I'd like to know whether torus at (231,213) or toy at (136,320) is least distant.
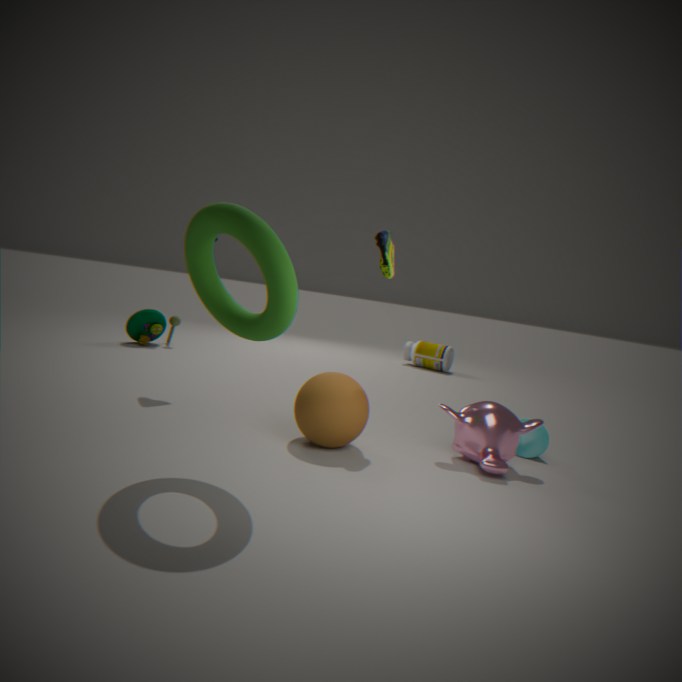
torus at (231,213)
